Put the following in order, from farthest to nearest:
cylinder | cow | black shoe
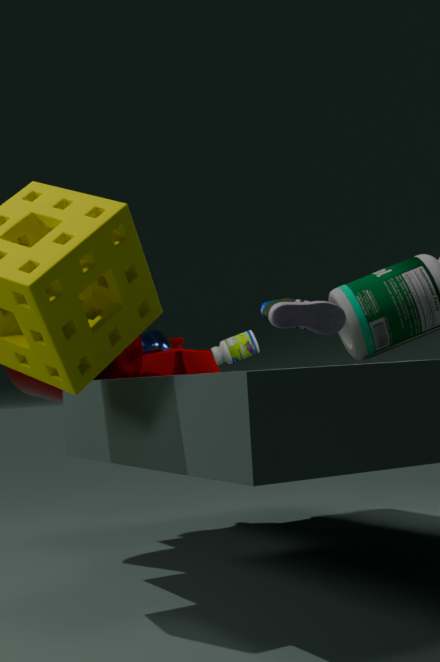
cow
cylinder
black shoe
